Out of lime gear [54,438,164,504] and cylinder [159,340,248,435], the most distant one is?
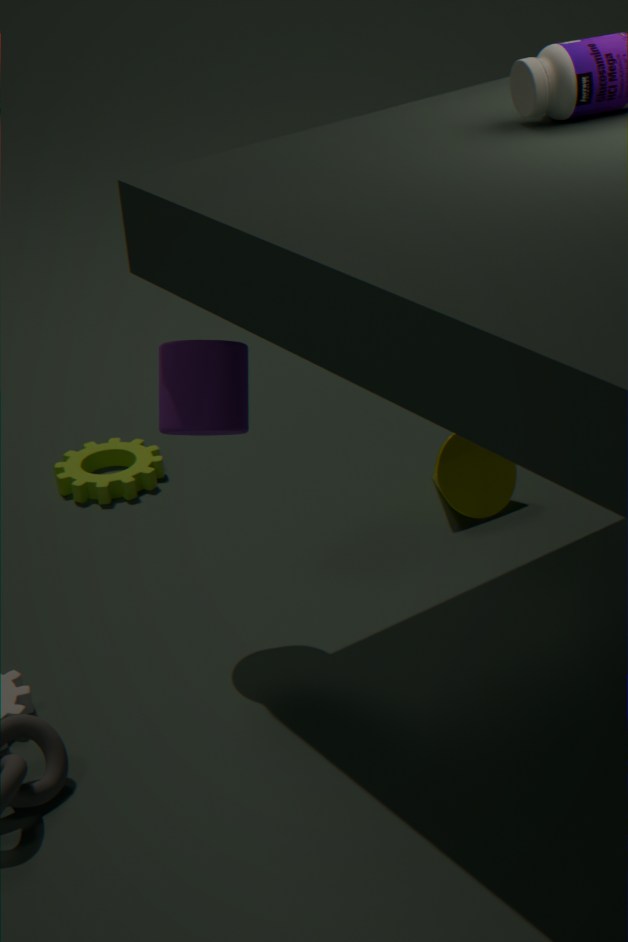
lime gear [54,438,164,504]
